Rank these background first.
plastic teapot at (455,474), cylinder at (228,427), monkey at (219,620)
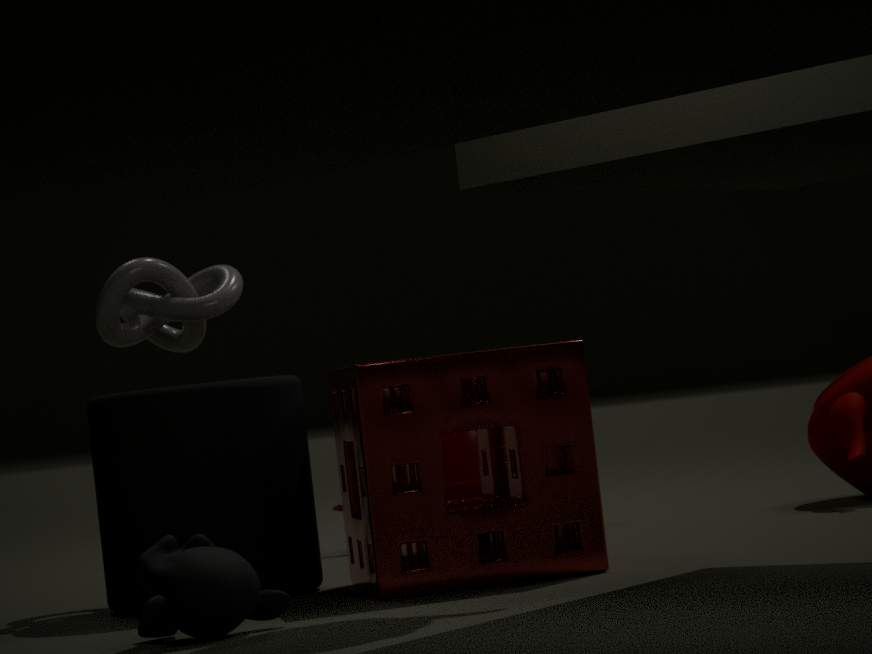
plastic teapot at (455,474)
cylinder at (228,427)
monkey at (219,620)
